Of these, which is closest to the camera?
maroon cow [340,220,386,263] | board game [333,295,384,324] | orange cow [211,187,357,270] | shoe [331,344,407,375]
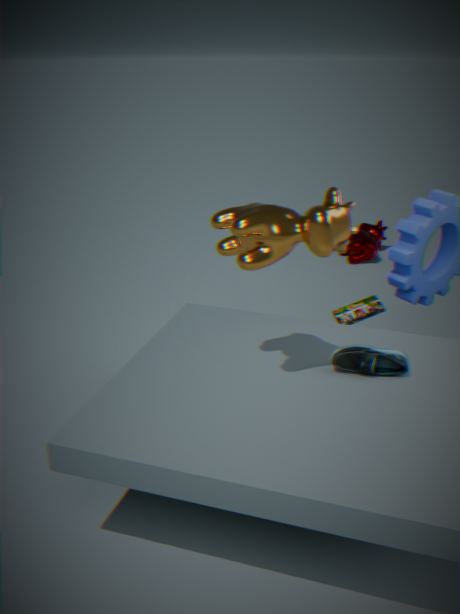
orange cow [211,187,357,270]
